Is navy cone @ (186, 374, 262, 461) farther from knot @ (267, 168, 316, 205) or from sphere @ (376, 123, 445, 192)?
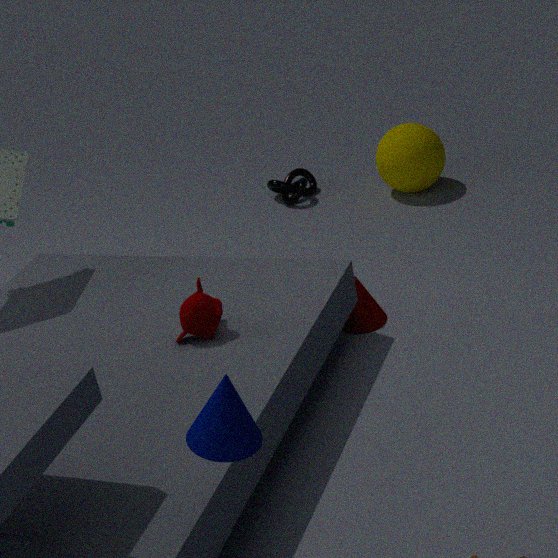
knot @ (267, 168, 316, 205)
